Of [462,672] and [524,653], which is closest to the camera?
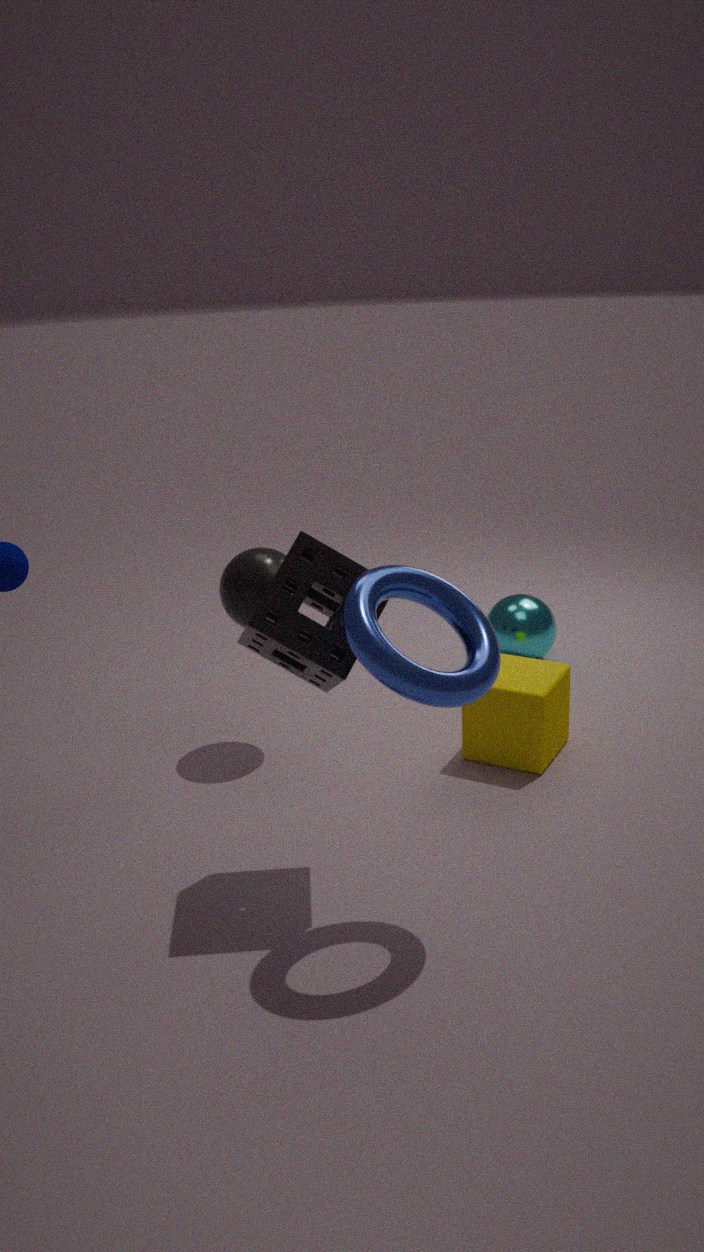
[462,672]
